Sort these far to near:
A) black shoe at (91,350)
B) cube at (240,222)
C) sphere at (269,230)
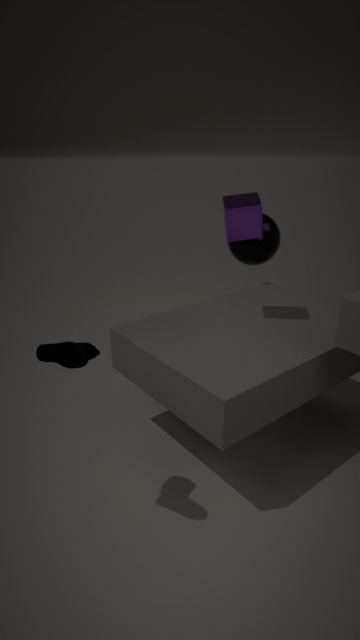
sphere at (269,230)
cube at (240,222)
black shoe at (91,350)
